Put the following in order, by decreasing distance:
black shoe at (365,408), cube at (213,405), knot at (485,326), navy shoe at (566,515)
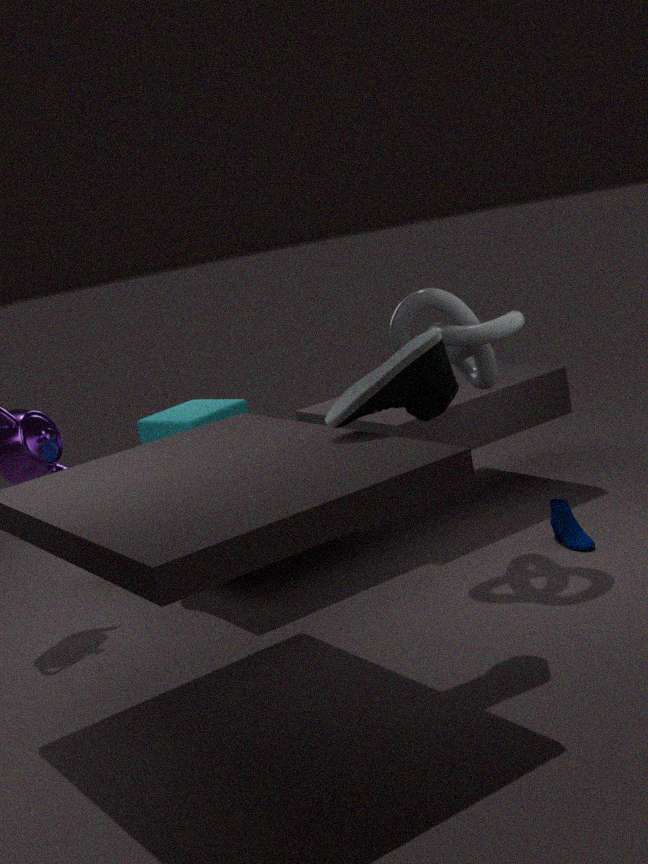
cube at (213,405)
navy shoe at (566,515)
knot at (485,326)
black shoe at (365,408)
